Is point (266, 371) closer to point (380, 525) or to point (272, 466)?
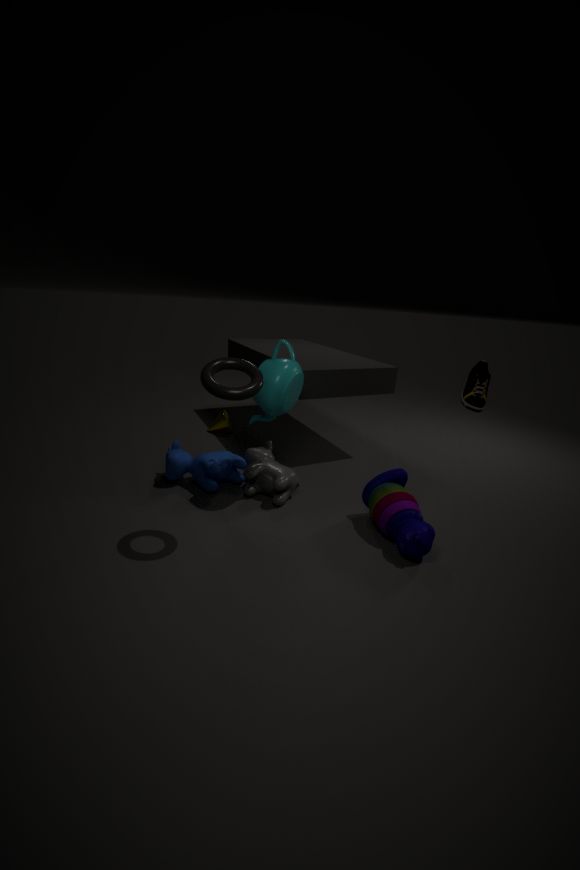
point (272, 466)
